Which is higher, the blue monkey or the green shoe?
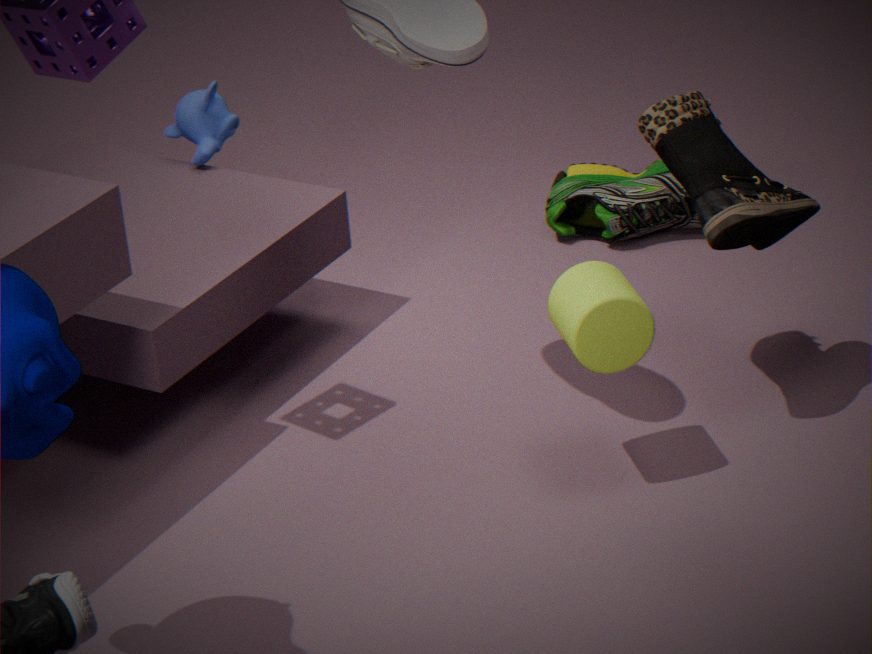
the blue monkey
